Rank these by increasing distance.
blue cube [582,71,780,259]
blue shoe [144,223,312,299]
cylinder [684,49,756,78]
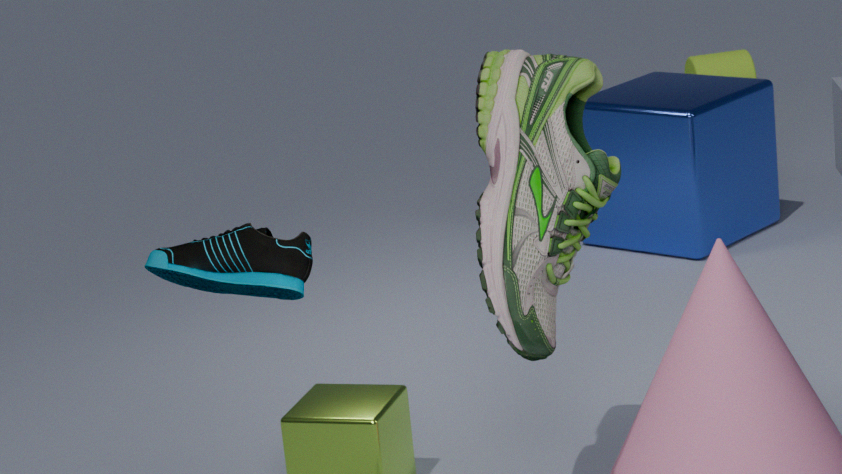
blue shoe [144,223,312,299] < blue cube [582,71,780,259] < cylinder [684,49,756,78]
